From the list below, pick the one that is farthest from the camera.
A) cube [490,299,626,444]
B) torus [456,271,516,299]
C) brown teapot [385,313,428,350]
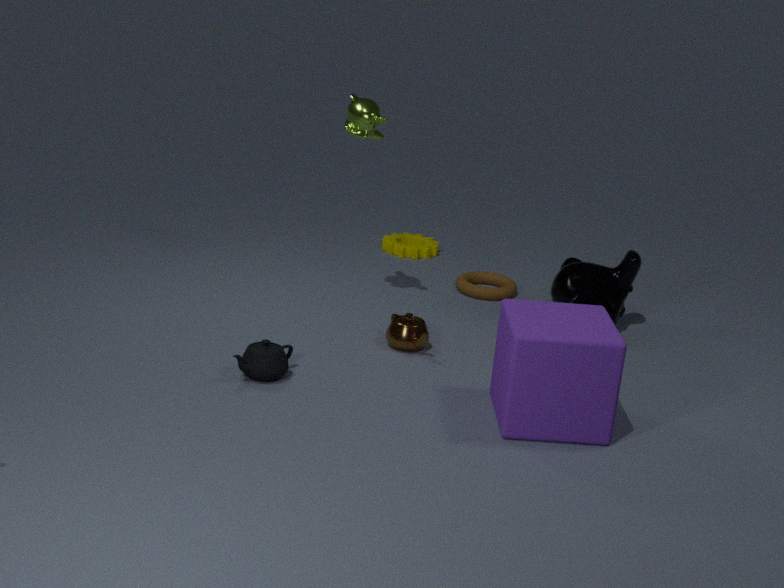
torus [456,271,516,299]
